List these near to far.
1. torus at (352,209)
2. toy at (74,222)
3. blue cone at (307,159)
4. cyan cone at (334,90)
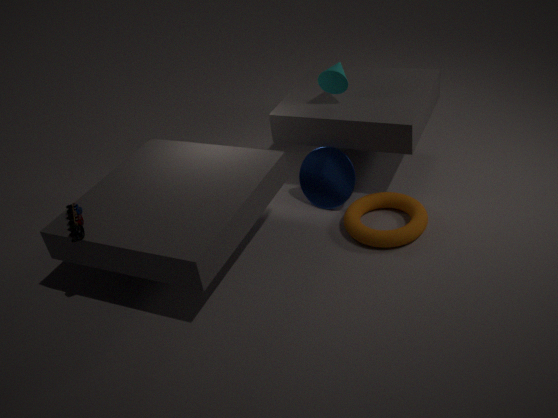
toy at (74,222) < torus at (352,209) < cyan cone at (334,90) < blue cone at (307,159)
